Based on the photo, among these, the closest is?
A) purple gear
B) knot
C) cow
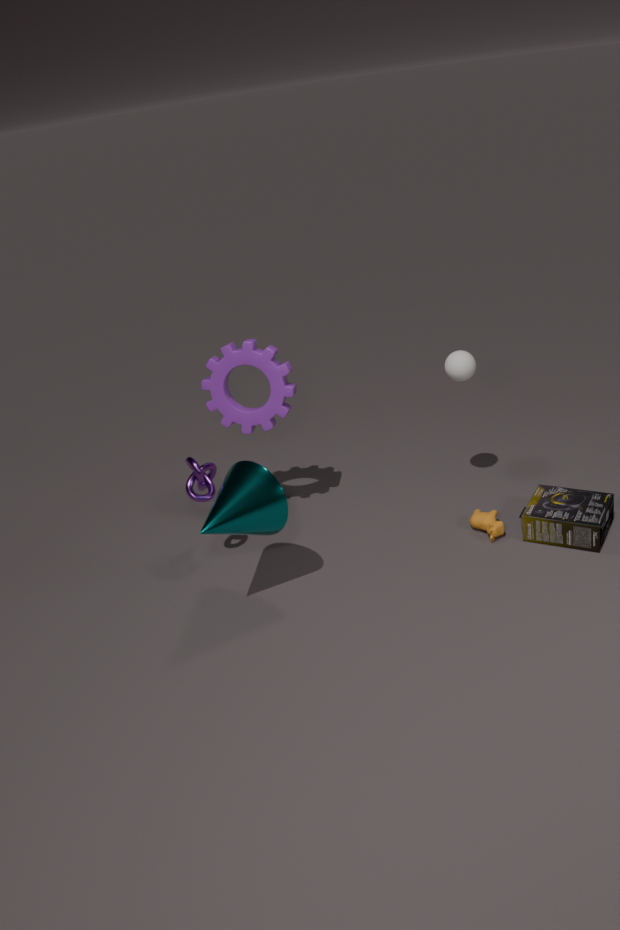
knot
